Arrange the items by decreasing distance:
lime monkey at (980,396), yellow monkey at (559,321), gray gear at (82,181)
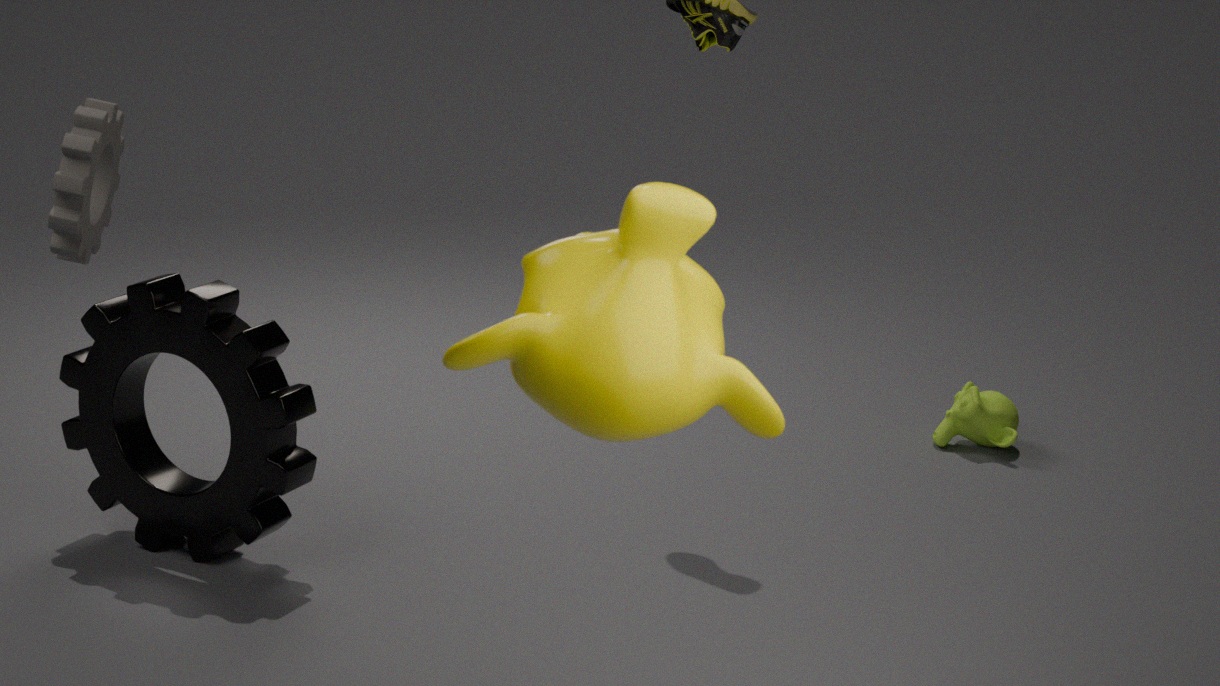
lime monkey at (980,396)
gray gear at (82,181)
yellow monkey at (559,321)
